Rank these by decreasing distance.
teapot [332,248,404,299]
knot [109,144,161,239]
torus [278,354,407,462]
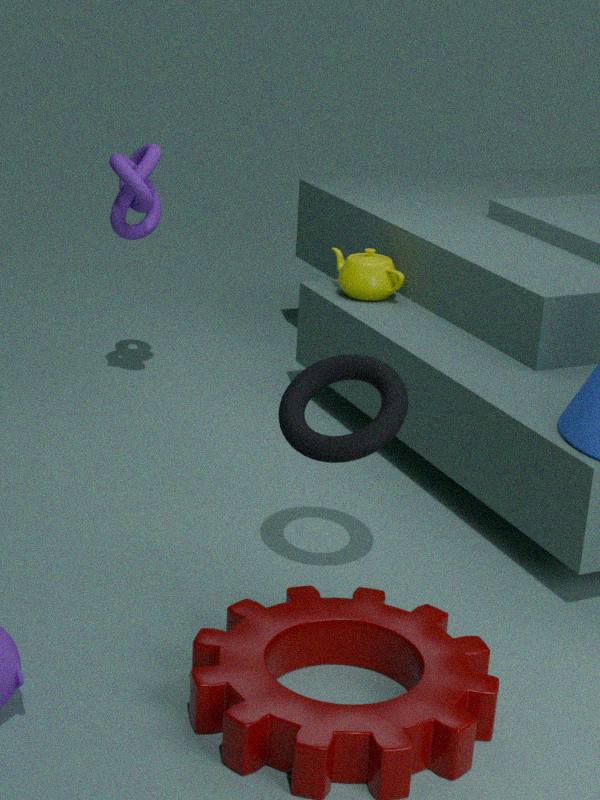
teapot [332,248,404,299], knot [109,144,161,239], torus [278,354,407,462]
